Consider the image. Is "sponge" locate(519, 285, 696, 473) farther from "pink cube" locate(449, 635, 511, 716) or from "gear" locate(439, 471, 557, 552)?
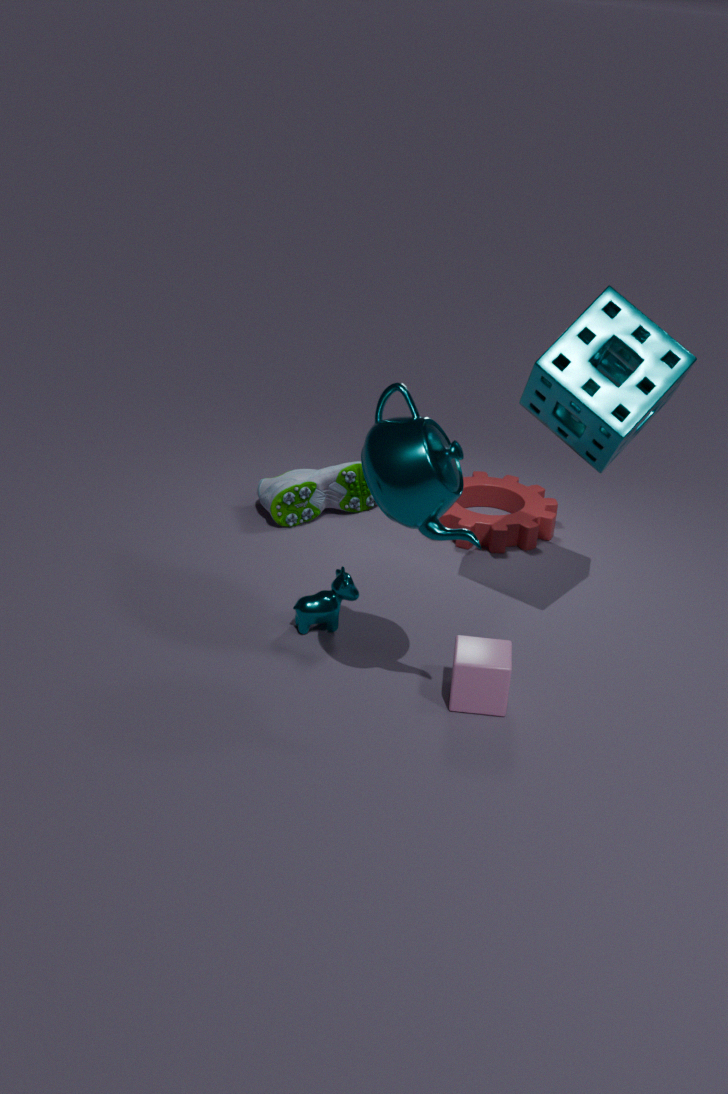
"gear" locate(439, 471, 557, 552)
